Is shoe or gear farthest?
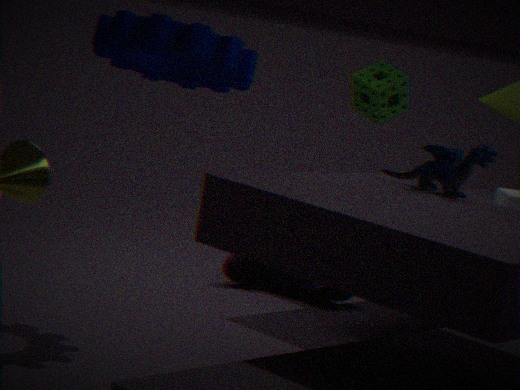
shoe
